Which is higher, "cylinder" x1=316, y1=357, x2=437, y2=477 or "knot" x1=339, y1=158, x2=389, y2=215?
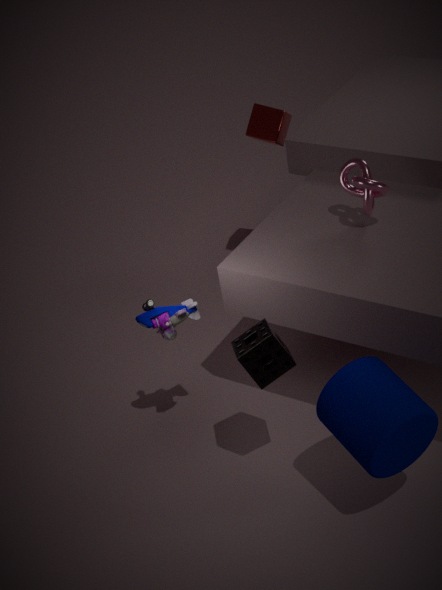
"knot" x1=339, y1=158, x2=389, y2=215
